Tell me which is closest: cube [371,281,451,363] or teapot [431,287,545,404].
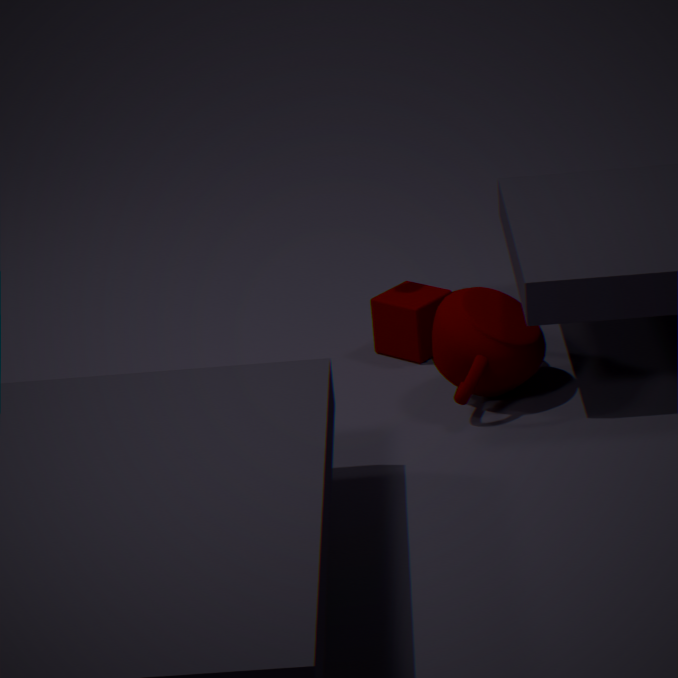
teapot [431,287,545,404]
